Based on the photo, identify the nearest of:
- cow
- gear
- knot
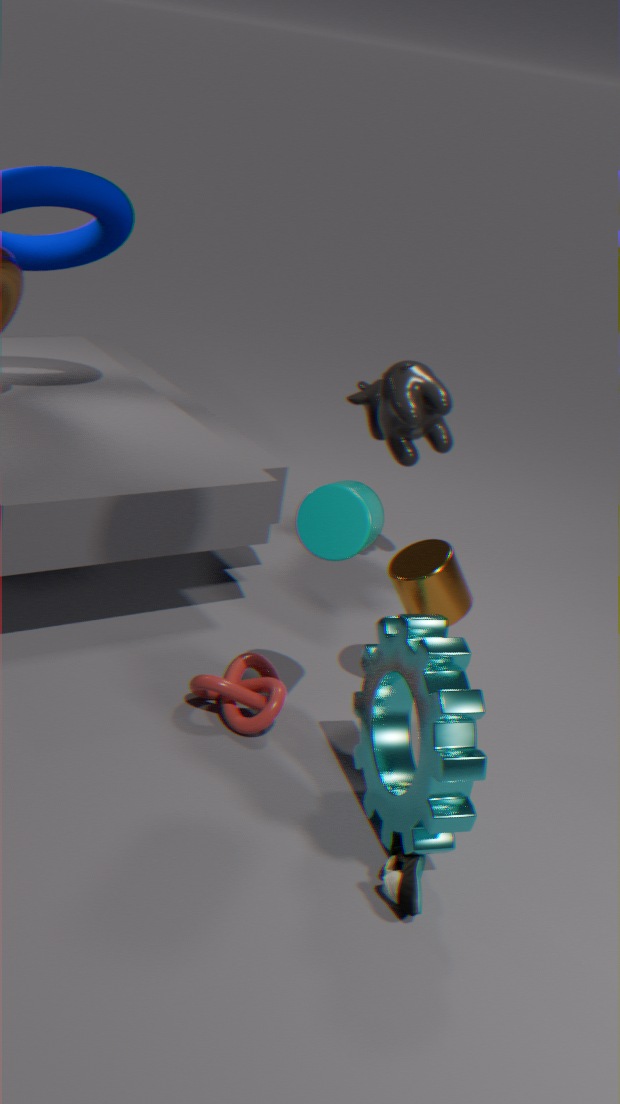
gear
